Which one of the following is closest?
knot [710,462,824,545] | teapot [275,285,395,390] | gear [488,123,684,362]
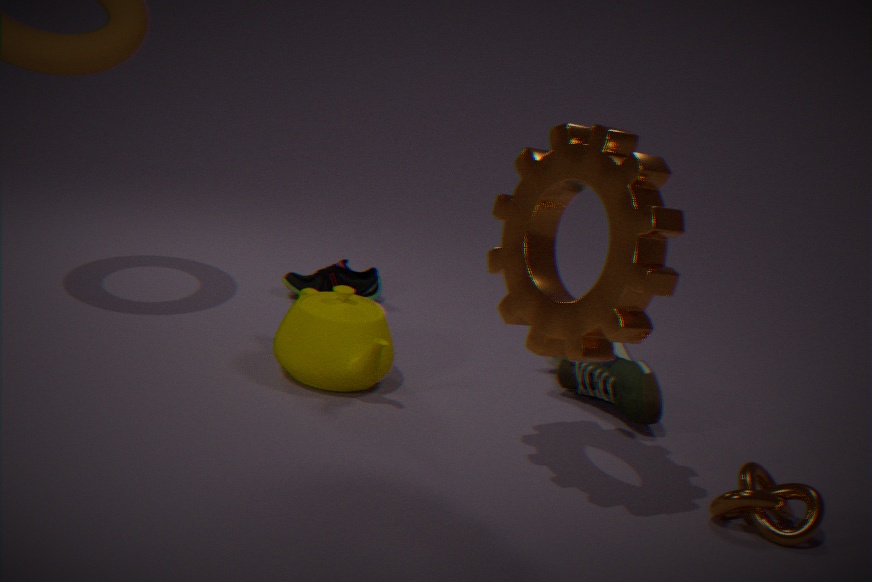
gear [488,123,684,362]
